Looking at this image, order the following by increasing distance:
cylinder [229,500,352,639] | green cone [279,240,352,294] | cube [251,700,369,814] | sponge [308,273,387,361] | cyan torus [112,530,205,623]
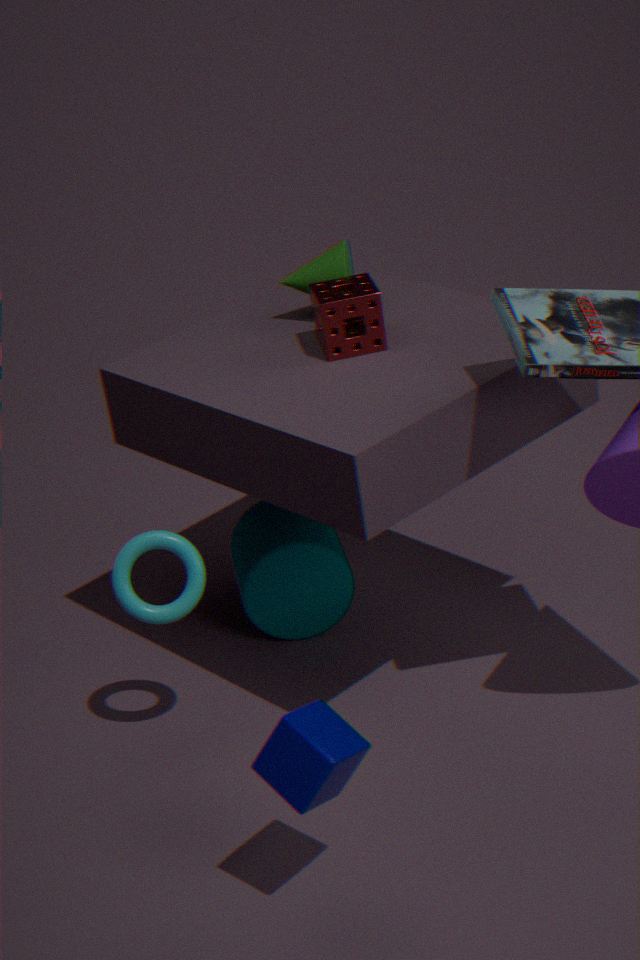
cube [251,700,369,814]
cyan torus [112,530,205,623]
sponge [308,273,387,361]
green cone [279,240,352,294]
cylinder [229,500,352,639]
